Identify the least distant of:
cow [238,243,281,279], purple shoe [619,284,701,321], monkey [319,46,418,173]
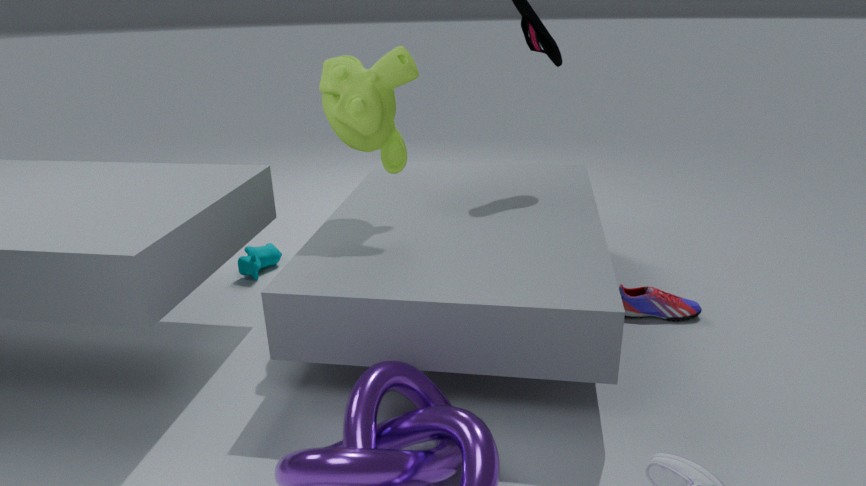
monkey [319,46,418,173]
